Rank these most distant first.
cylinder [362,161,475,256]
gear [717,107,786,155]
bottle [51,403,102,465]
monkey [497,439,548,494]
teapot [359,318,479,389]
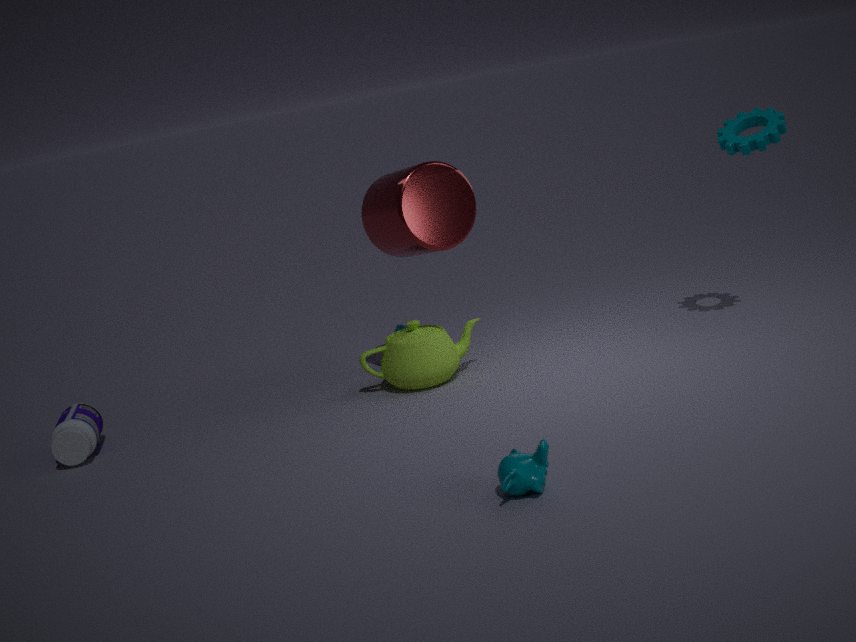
teapot [359,318,479,389]
cylinder [362,161,475,256]
gear [717,107,786,155]
bottle [51,403,102,465]
monkey [497,439,548,494]
